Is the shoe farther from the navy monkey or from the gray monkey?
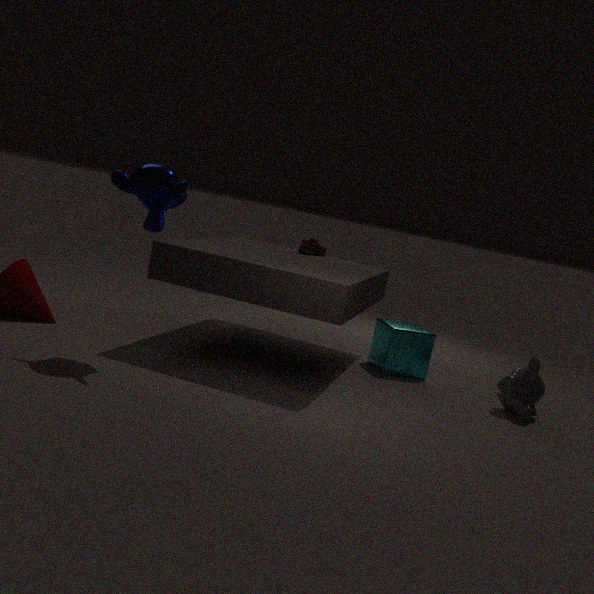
the gray monkey
